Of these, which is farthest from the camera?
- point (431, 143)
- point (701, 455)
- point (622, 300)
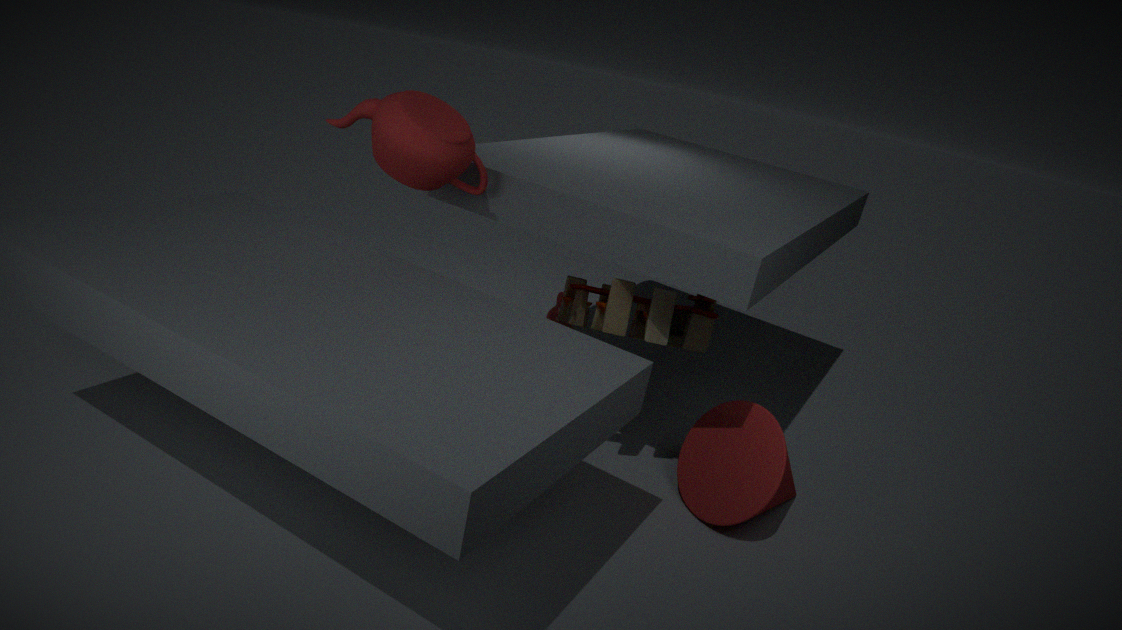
point (701, 455)
